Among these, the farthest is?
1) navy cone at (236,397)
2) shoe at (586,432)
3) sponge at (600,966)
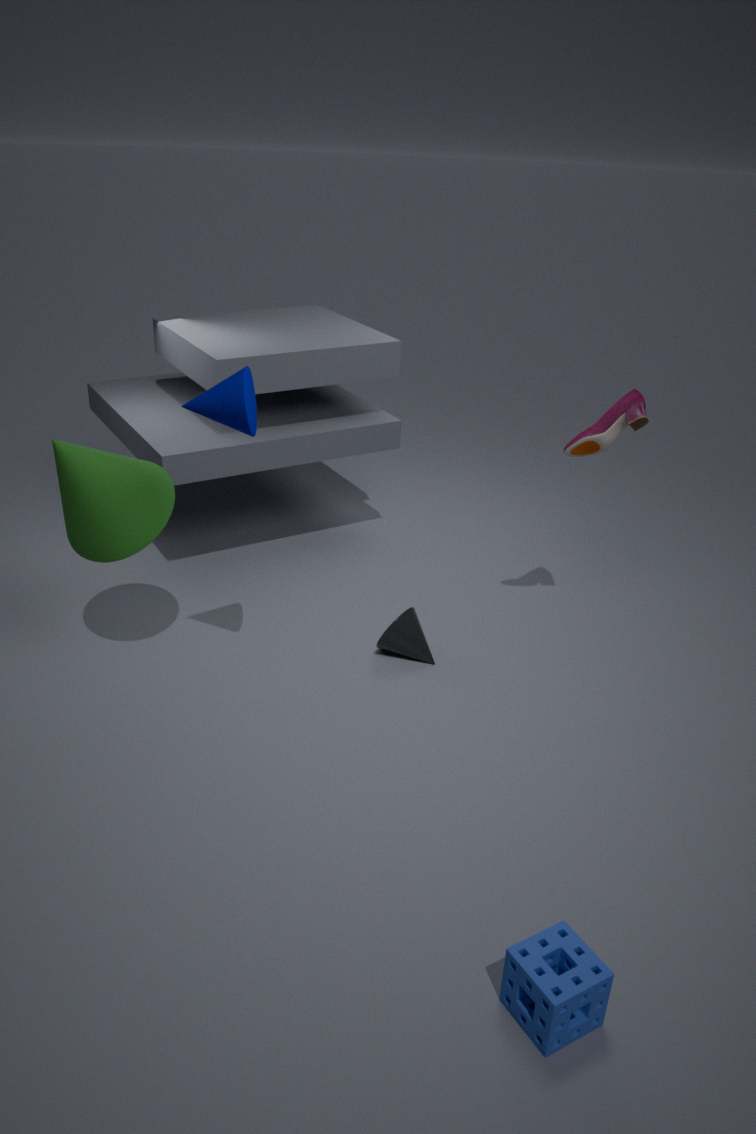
2. shoe at (586,432)
